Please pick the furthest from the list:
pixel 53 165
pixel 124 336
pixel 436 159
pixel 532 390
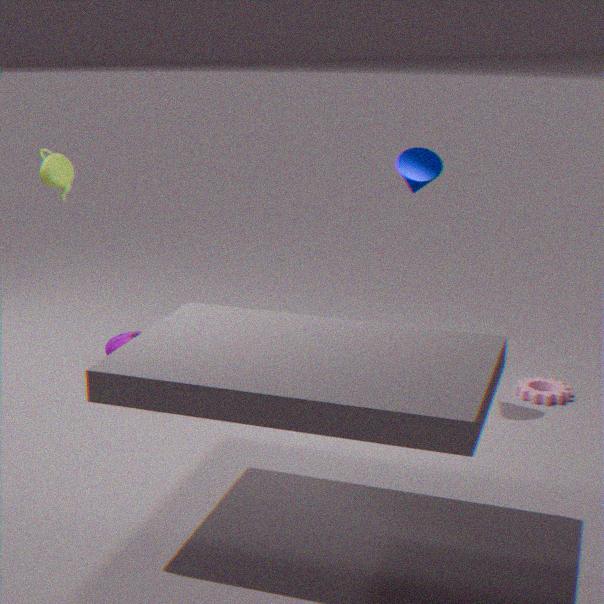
pixel 124 336
